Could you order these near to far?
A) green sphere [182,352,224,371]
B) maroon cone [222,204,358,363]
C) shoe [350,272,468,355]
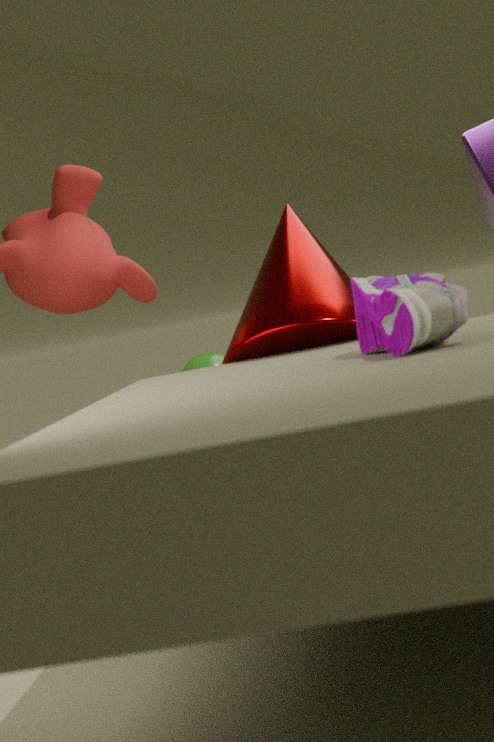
shoe [350,272,468,355], maroon cone [222,204,358,363], green sphere [182,352,224,371]
